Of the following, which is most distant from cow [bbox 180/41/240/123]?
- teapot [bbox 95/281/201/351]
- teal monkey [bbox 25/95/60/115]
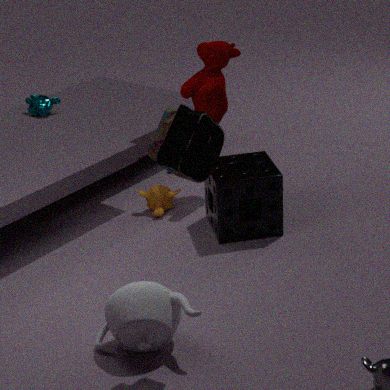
teapot [bbox 95/281/201/351]
